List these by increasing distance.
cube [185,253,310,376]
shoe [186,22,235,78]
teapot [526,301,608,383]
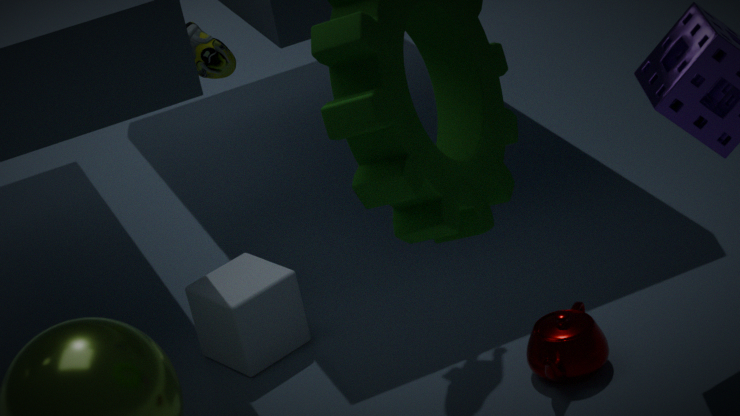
1. teapot [526,301,608,383]
2. cube [185,253,310,376]
3. shoe [186,22,235,78]
